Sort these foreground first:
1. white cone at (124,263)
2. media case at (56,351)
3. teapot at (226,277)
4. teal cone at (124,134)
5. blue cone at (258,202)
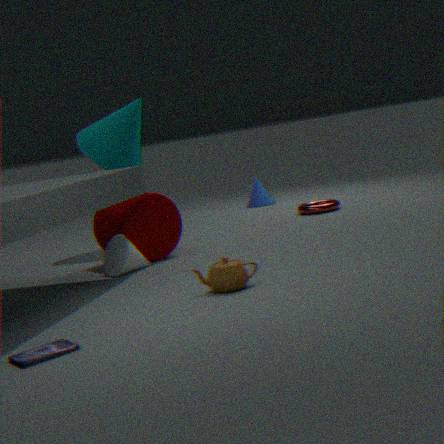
media case at (56,351), teapot at (226,277), white cone at (124,263), teal cone at (124,134), blue cone at (258,202)
